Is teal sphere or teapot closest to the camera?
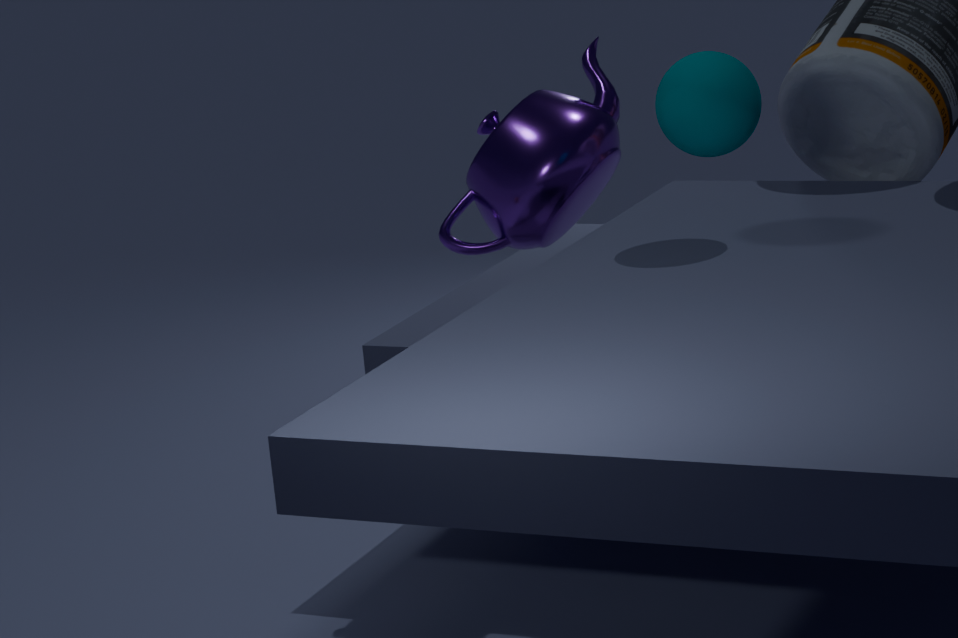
teal sphere
